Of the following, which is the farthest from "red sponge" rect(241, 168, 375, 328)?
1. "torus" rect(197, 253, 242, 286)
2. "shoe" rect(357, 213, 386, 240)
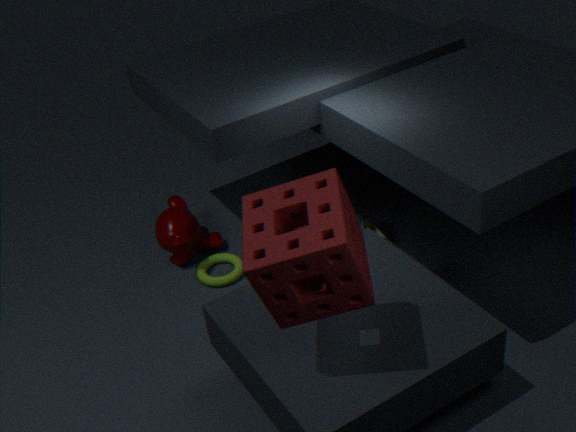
"torus" rect(197, 253, 242, 286)
